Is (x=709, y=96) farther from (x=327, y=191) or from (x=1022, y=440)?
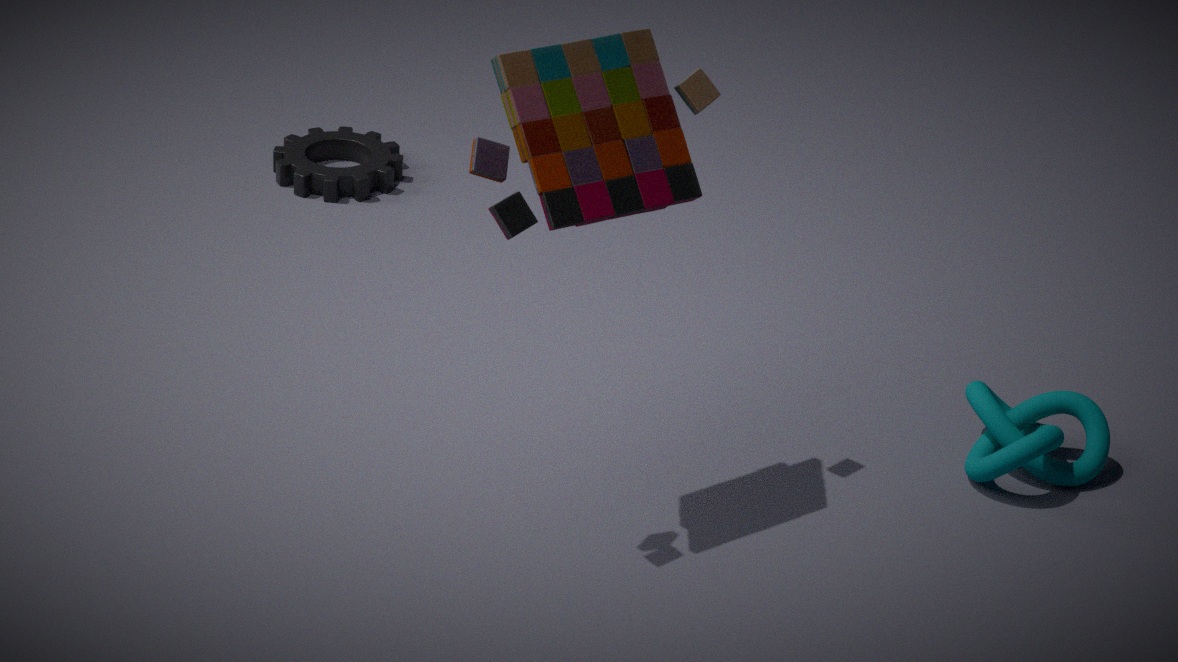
(x=327, y=191)
